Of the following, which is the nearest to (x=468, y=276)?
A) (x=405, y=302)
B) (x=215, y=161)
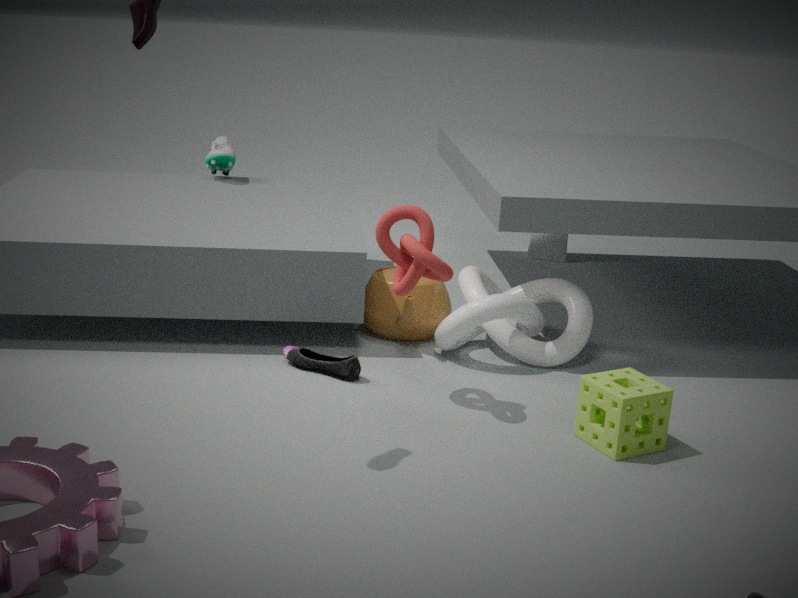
(x=405, y=302)
